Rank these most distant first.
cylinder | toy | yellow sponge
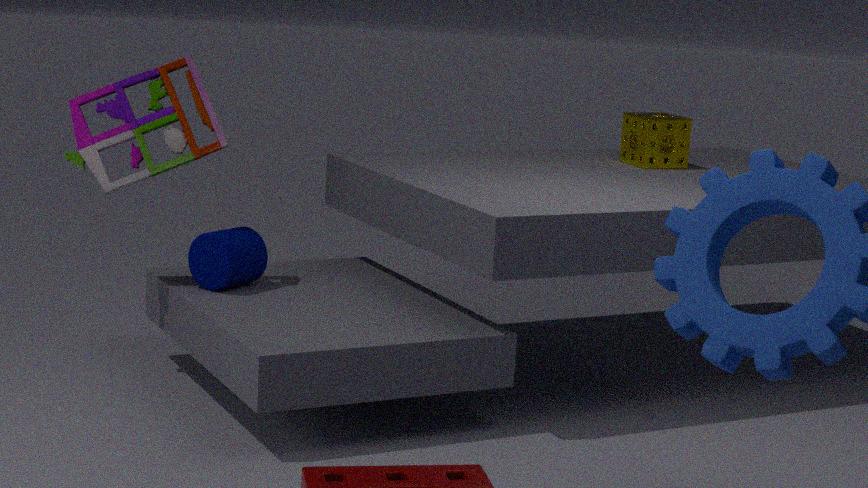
yellow sponge → cylinder → toy
